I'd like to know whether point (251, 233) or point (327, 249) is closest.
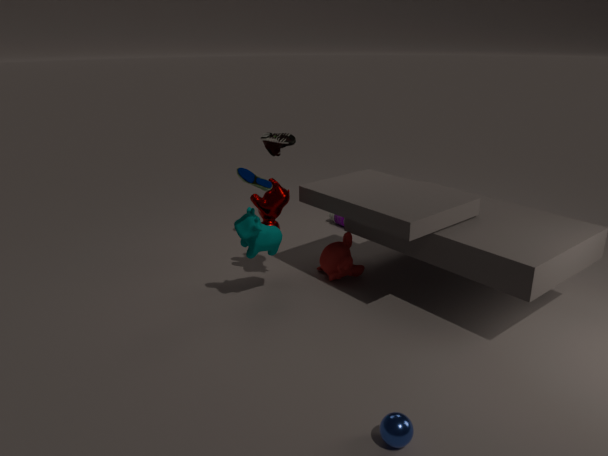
point (251, 233)
